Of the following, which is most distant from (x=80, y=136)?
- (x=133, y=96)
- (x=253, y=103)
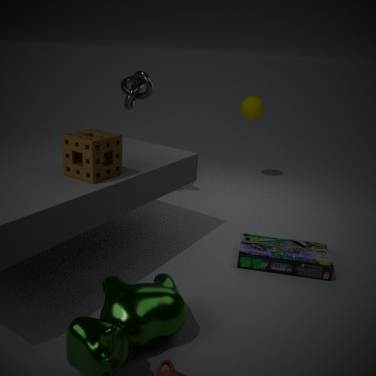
(x=253, y=103)
